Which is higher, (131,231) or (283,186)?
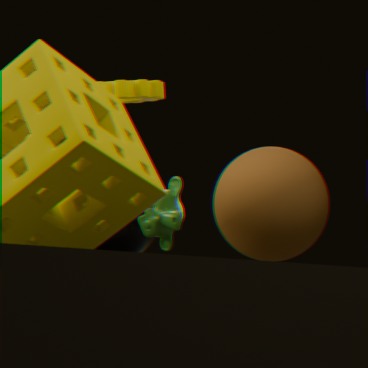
(131,231)
